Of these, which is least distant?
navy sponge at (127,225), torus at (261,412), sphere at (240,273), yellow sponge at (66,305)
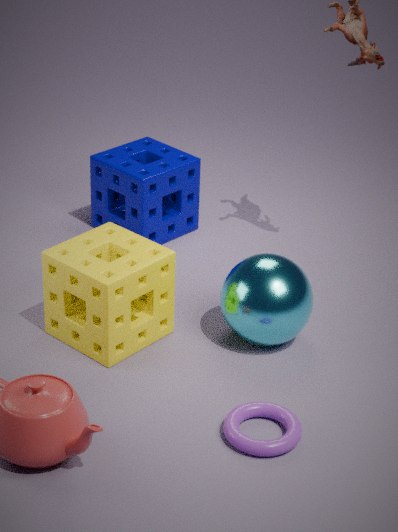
torus at (261,412)
